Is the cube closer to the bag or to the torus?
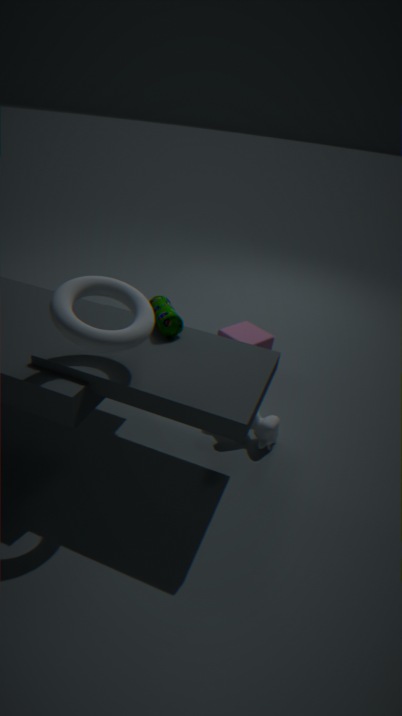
the bag
